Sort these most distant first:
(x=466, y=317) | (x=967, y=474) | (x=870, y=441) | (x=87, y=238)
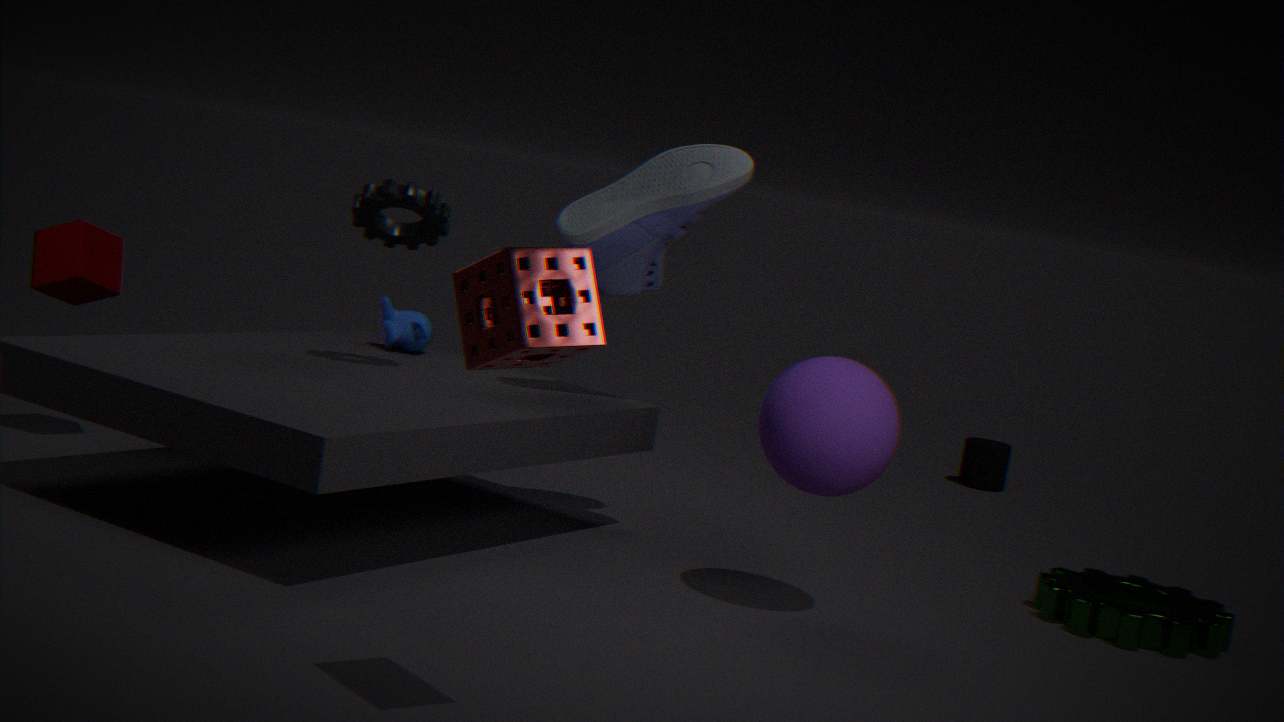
(x=967, y=474) < (x=87, y=238) < (x=870, y=441) < (x=466, y=317)
